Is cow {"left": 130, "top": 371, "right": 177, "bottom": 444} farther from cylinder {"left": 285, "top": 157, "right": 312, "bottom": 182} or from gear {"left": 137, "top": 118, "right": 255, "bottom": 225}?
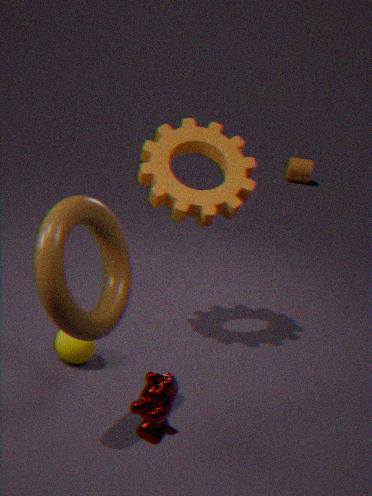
cylinder {"left": 285, "top": 157, "right": 312, "bottom": 182}
